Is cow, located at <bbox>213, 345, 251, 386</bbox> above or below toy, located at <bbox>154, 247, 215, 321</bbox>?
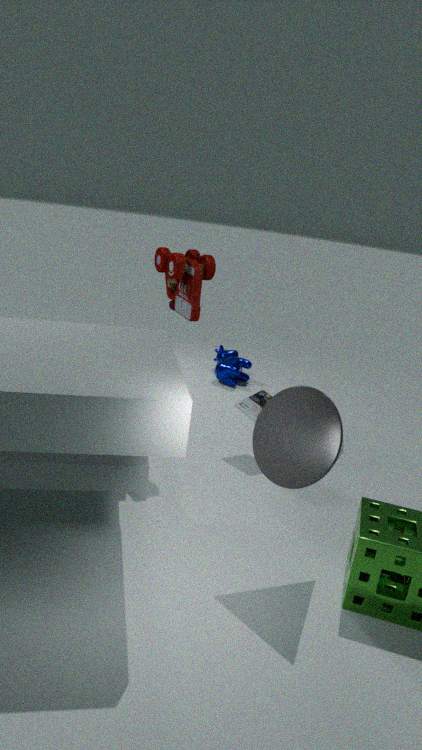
below
